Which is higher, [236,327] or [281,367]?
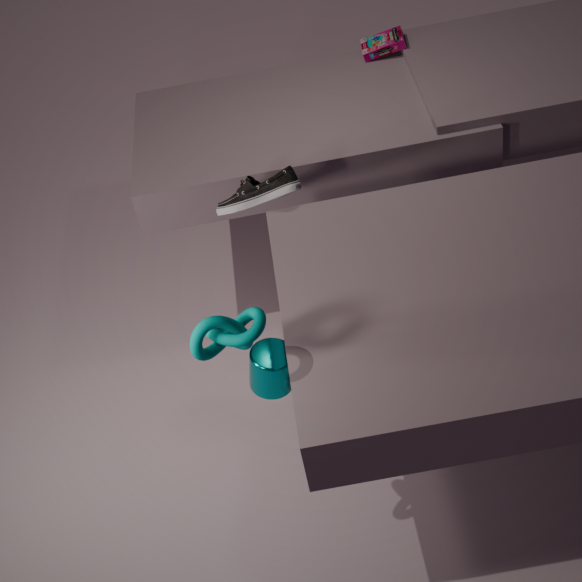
[236,327]
